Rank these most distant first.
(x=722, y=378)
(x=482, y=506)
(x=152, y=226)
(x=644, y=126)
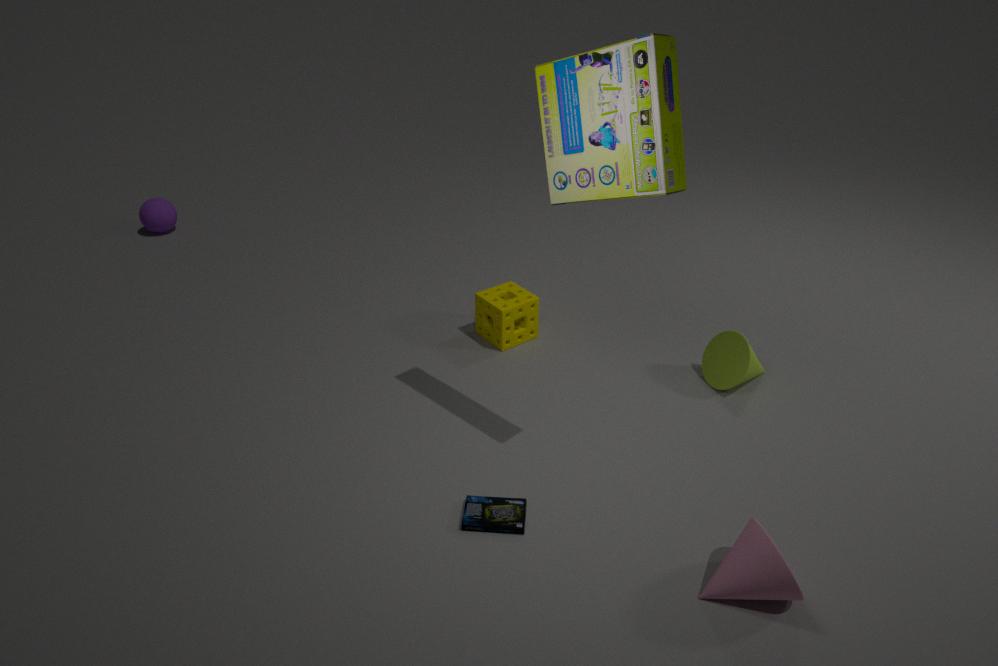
1. (x=152, y=226)
2. (x=722, y=378)
3. (x=482, y=506)
4. (x=644, y=126)
